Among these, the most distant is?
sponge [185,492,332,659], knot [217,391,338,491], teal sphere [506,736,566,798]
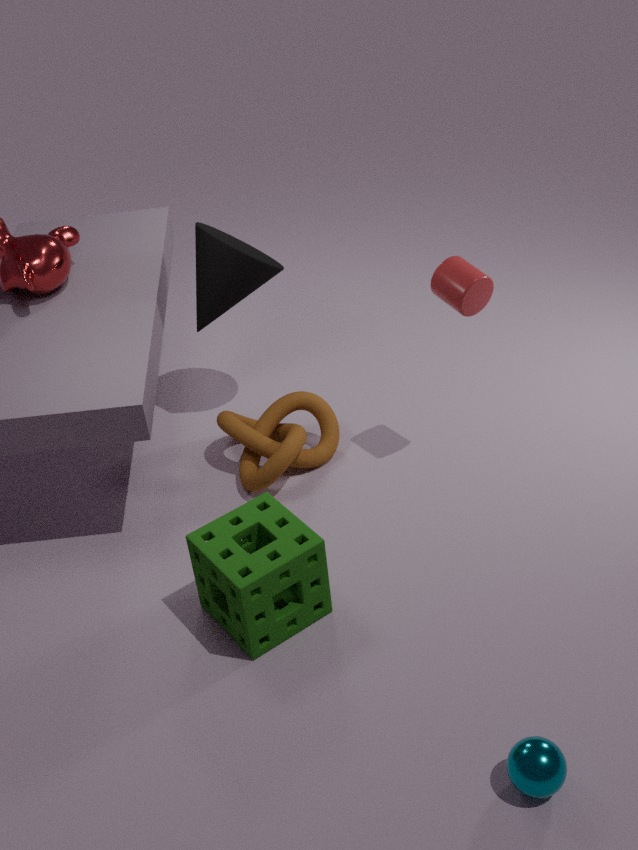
knot [217,391,338,491]
